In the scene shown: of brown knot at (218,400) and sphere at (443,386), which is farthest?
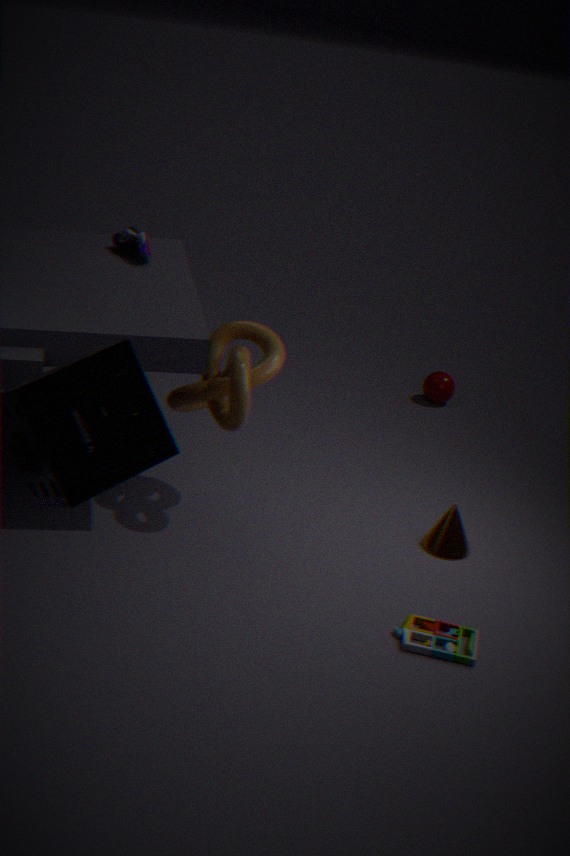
sphere at (443,386)
